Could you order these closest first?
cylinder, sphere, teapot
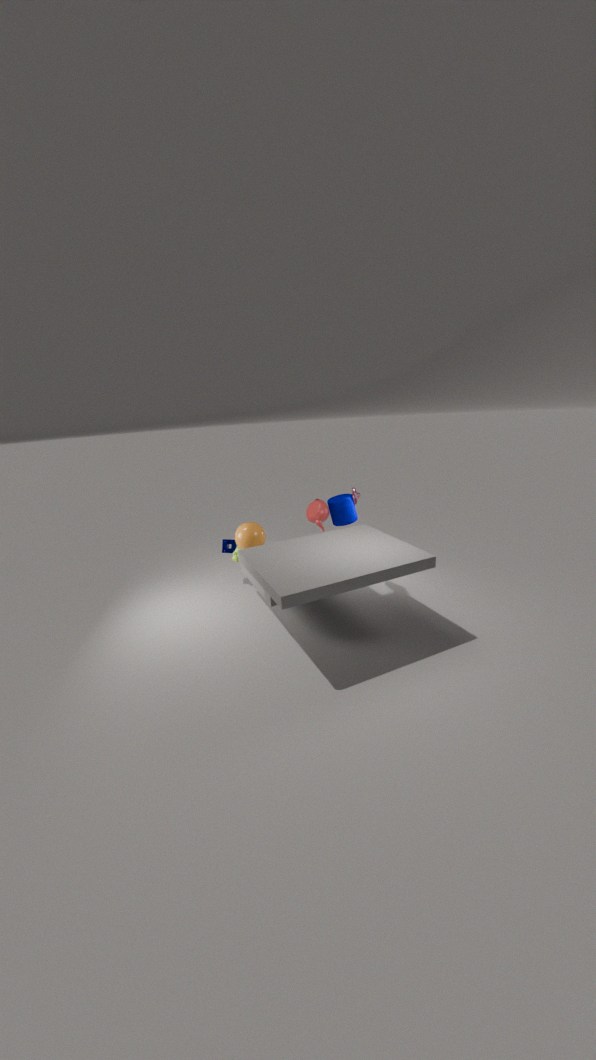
sphere
teapot
cylinder
